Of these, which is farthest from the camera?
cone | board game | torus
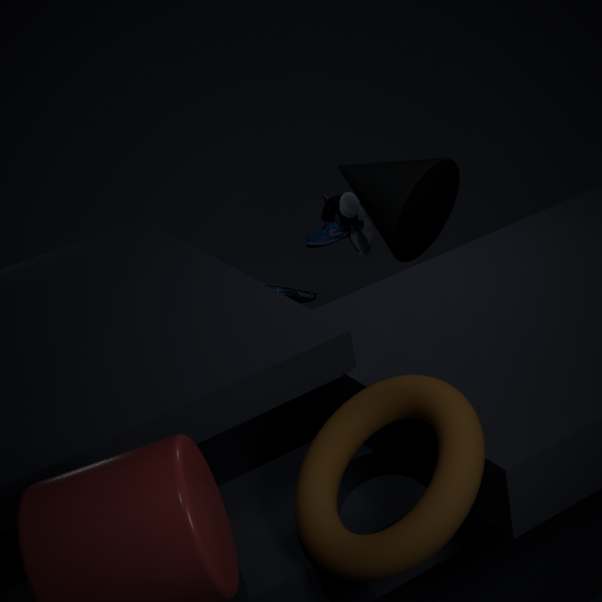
board game
